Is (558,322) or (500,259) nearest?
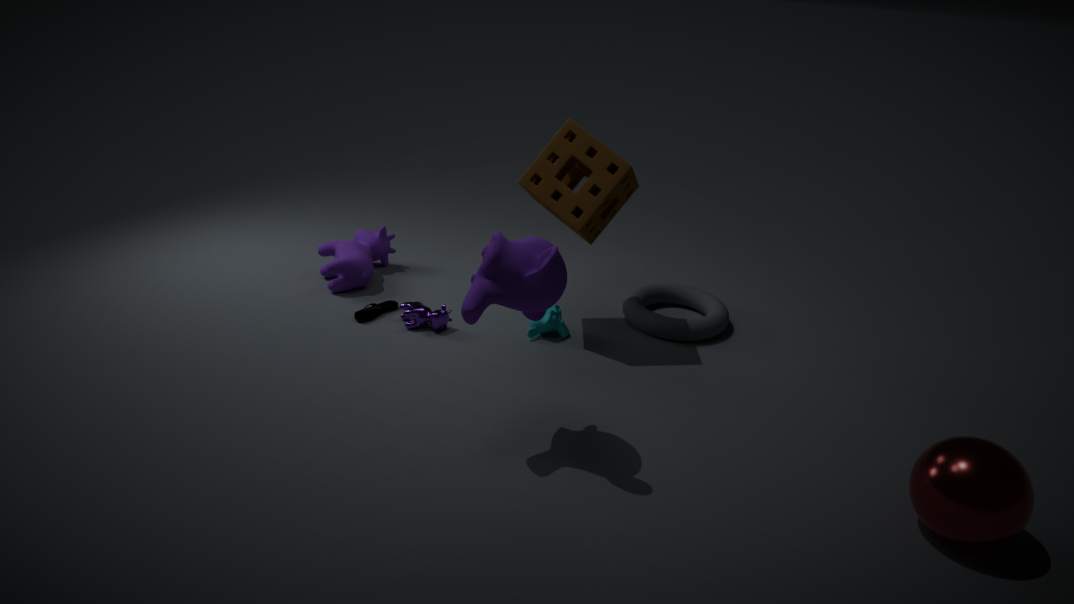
(500,259)
